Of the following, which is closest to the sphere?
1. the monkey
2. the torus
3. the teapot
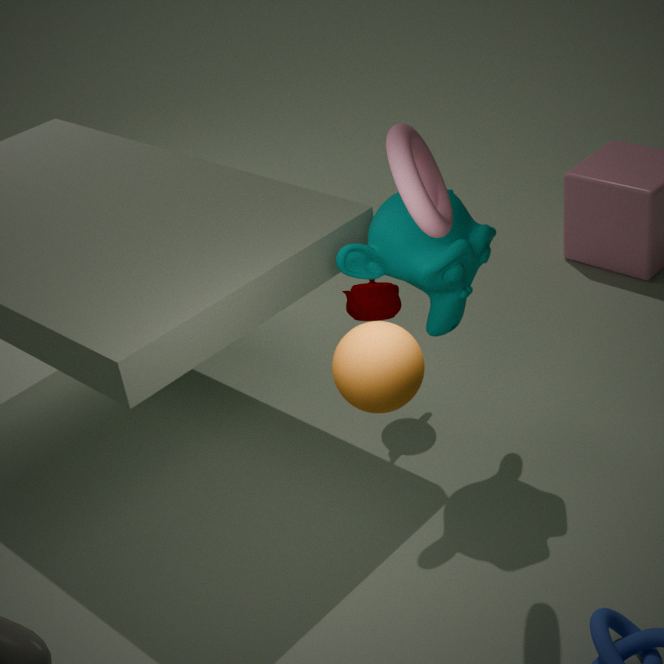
the torus
